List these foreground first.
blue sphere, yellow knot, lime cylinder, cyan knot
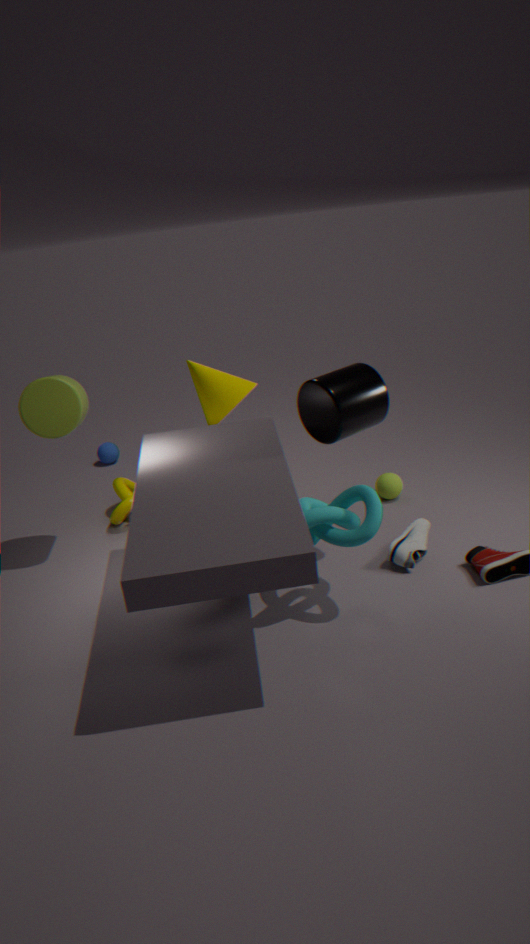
1. cyan knot
2. lime cylinder
3. yellow knot
4. blue sphere
